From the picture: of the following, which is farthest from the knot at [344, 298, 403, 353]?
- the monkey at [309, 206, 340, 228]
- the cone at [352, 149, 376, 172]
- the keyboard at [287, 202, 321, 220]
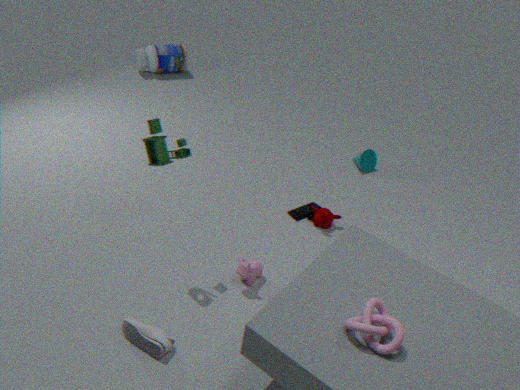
the cone at [352, 149, 376, 172]
